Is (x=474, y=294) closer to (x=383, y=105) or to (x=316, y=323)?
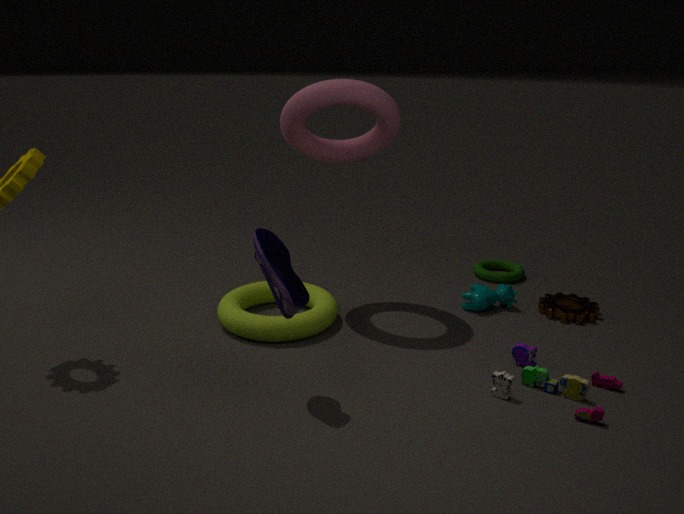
Result: (x=316, y=323)
